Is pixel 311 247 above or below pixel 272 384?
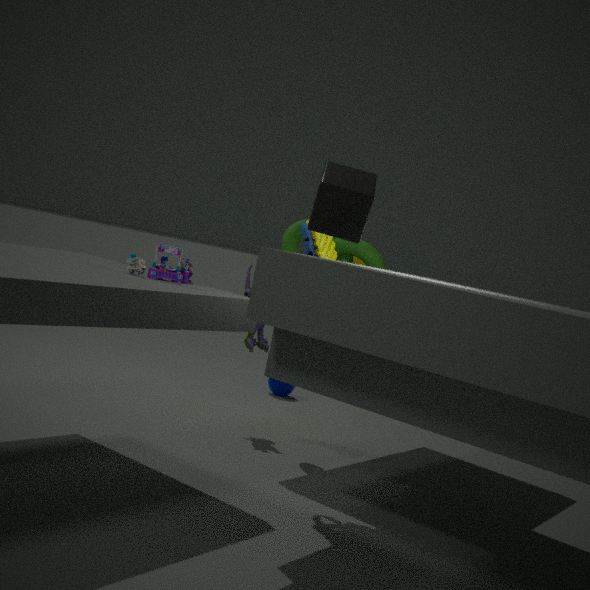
above
